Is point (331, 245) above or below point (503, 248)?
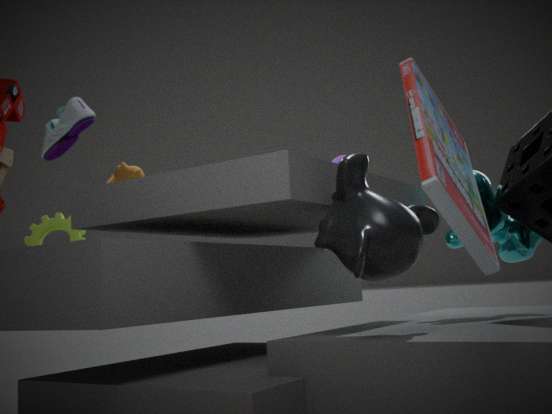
below
